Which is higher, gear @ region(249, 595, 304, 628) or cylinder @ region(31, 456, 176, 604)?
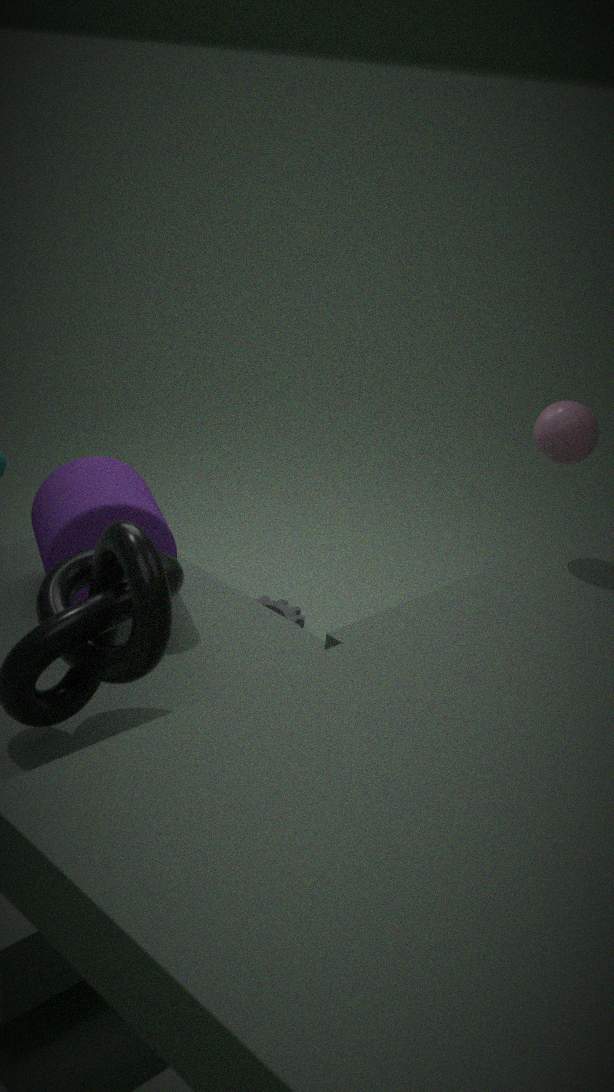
cylinder @ region(31, 456, 176, 604)
